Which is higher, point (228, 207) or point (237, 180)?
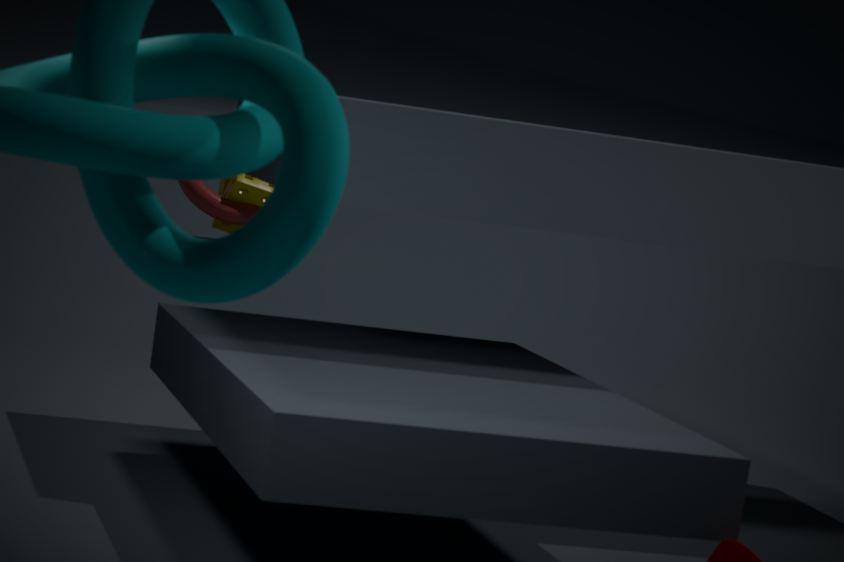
point (228, 207)
